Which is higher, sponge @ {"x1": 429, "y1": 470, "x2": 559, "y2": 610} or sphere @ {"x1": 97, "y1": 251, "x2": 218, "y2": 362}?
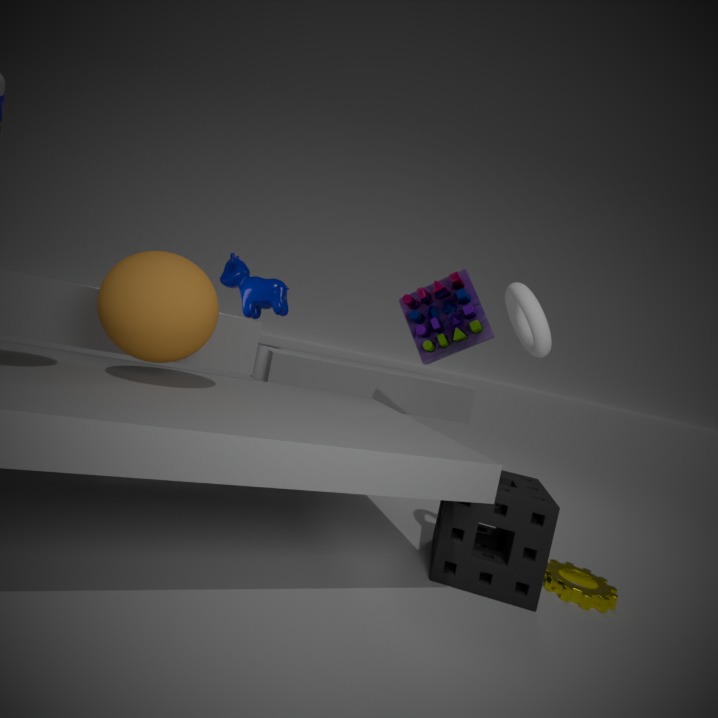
sphere @ {"x1": 97, "y1": 251, "x2": 218, "y2": 362}
